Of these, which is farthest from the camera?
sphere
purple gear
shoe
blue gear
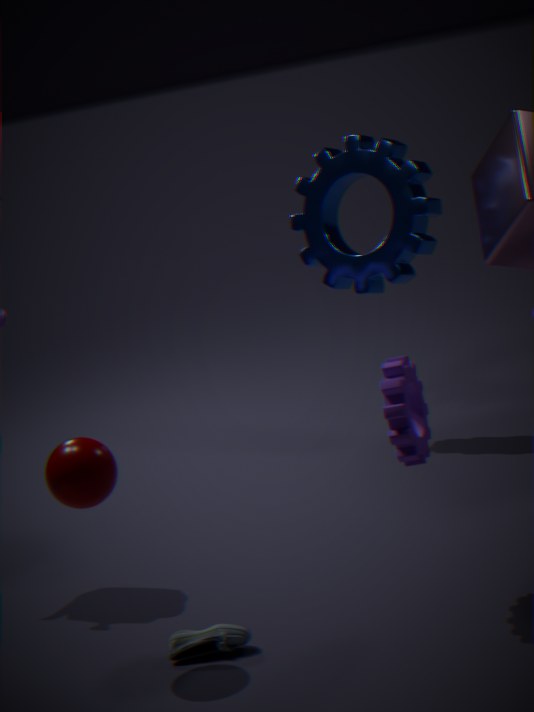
blue gear
